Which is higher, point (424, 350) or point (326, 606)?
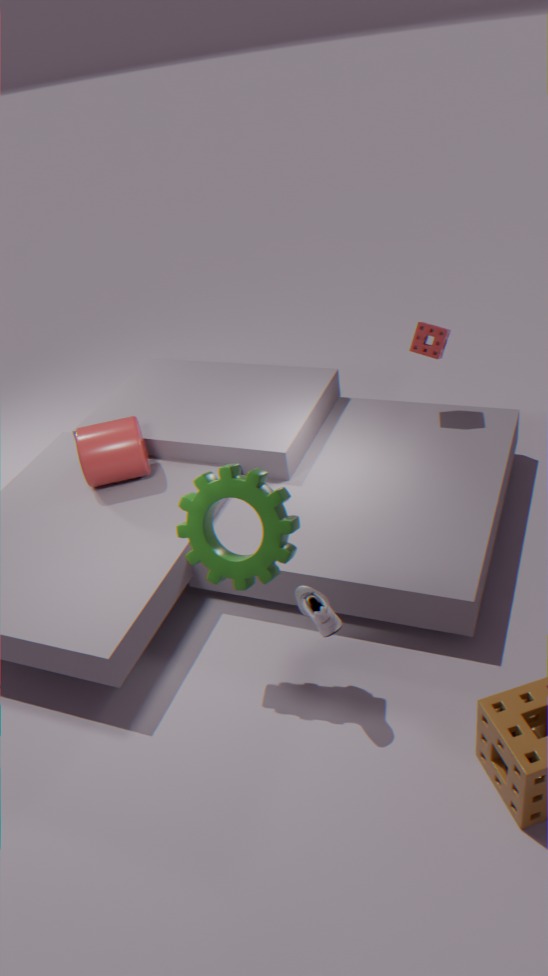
point (424, 350)
